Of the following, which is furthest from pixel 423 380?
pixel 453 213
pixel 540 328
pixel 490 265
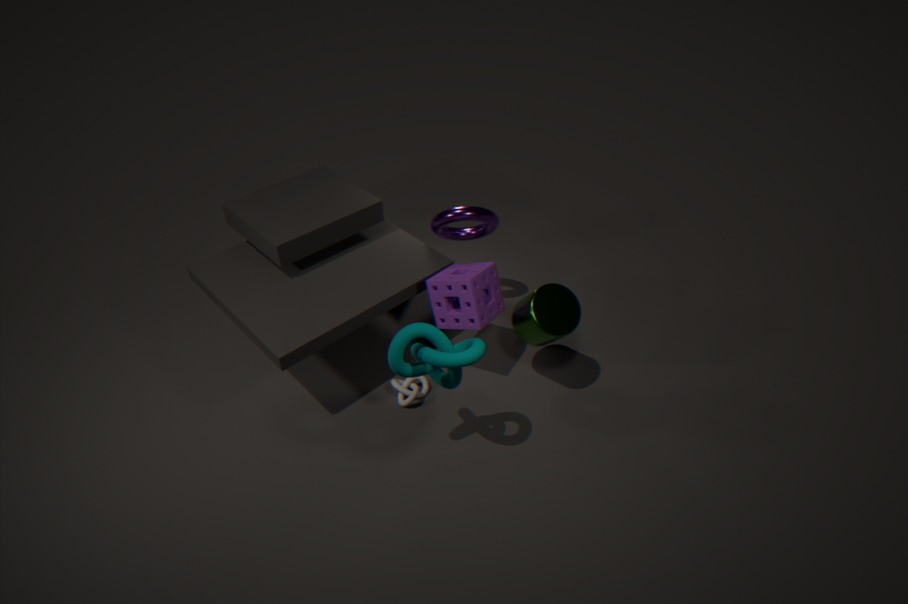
pixel 453 213
